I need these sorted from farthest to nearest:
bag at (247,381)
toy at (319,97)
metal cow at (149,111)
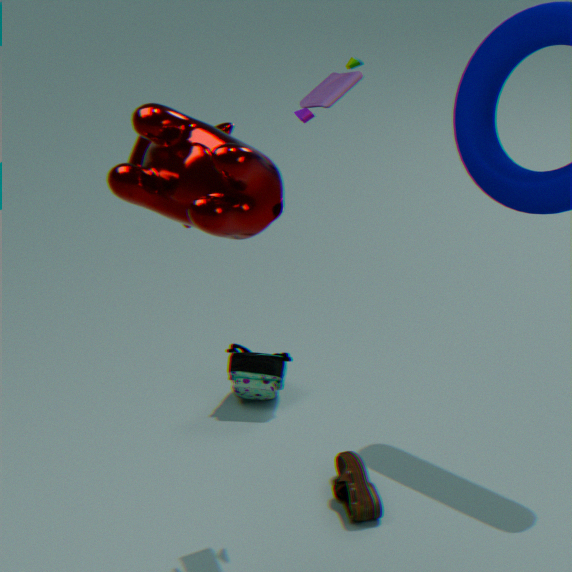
1. bag at (247,381)
2. toy at (319,97)
3. metal cow at (149,111)
